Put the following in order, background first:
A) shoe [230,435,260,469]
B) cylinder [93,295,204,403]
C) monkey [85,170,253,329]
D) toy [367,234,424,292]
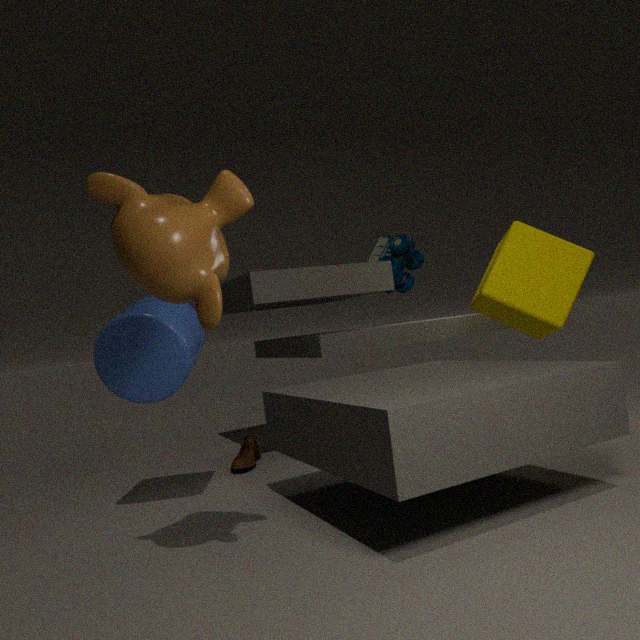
toy [367,234,424,292], shoe [230,435,260,469], cylinder [93,295,204,403], monkey [85,170,253,329]
